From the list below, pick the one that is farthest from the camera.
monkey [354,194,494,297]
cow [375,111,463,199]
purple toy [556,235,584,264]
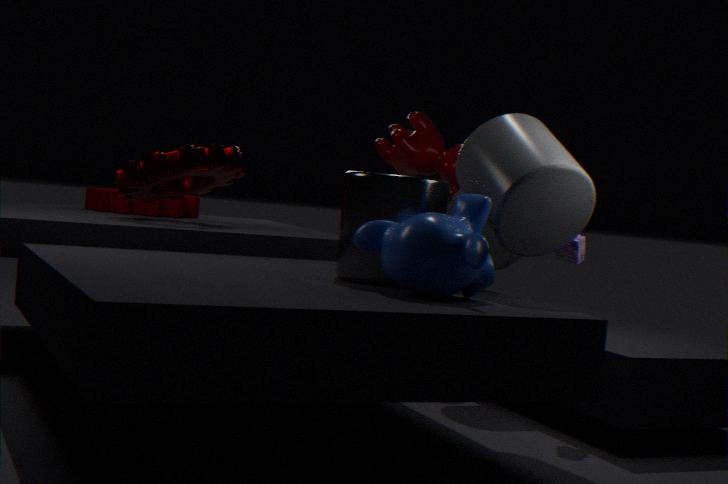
cow [375,111,463,199]
